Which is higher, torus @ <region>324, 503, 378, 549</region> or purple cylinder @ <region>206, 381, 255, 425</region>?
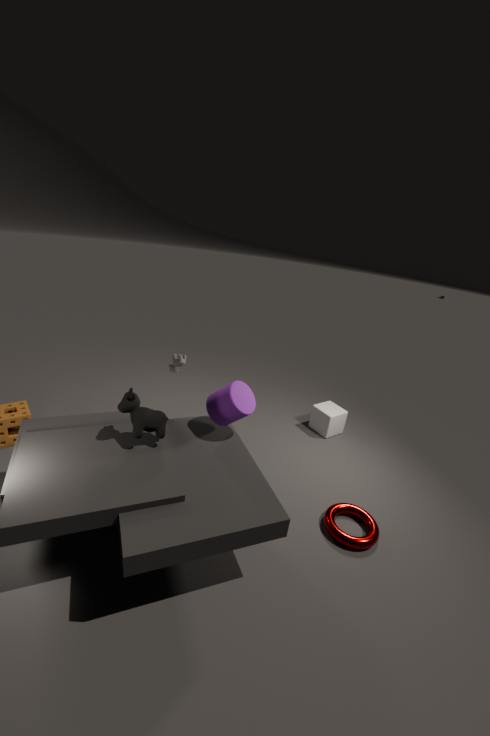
purple cylinder @ <region>206, 381, 255, 425</region>
